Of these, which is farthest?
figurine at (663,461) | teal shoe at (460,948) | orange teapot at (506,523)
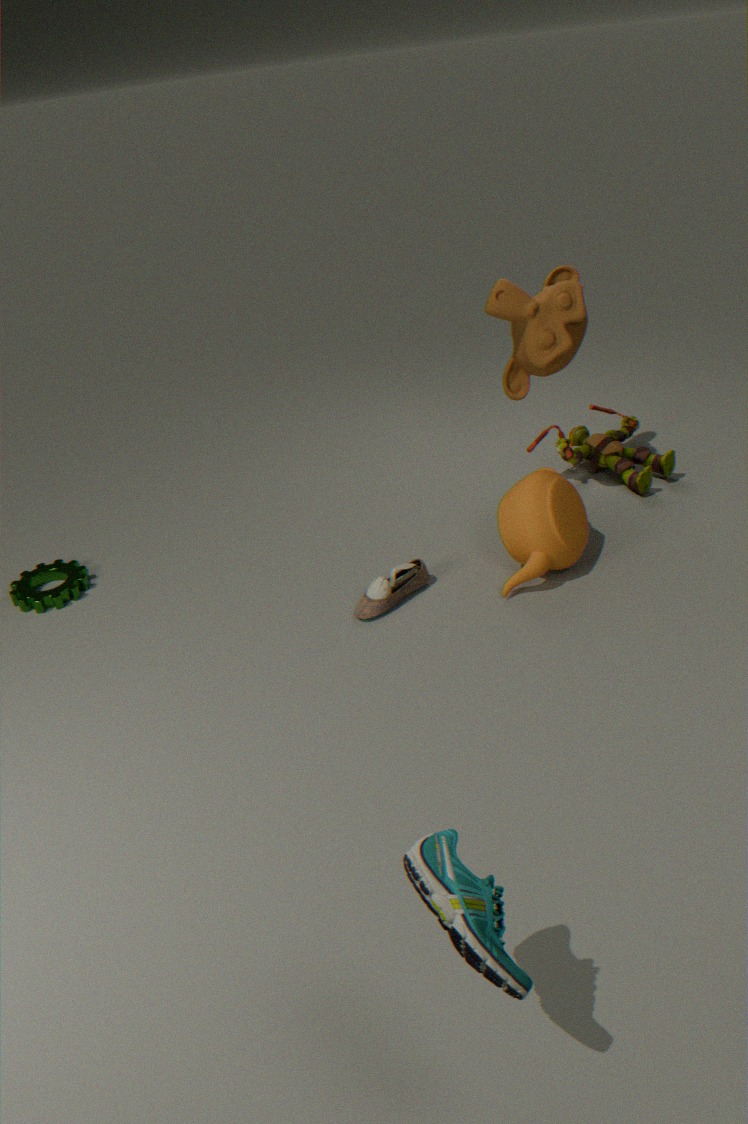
figurine at (663,461)
